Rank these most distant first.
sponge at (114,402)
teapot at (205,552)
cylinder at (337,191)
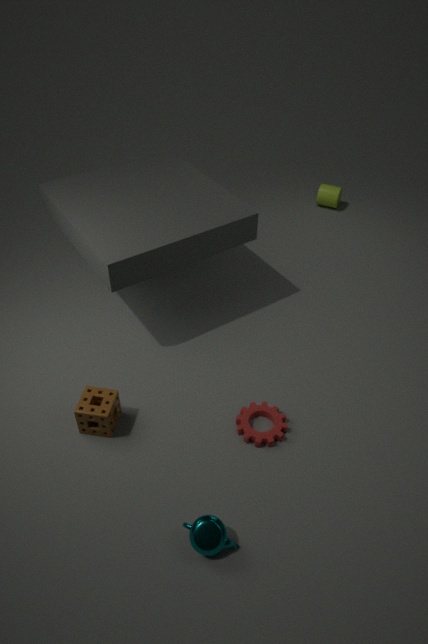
cylinder at (337,191), sponge at (114,402), teapot at (205,552)
